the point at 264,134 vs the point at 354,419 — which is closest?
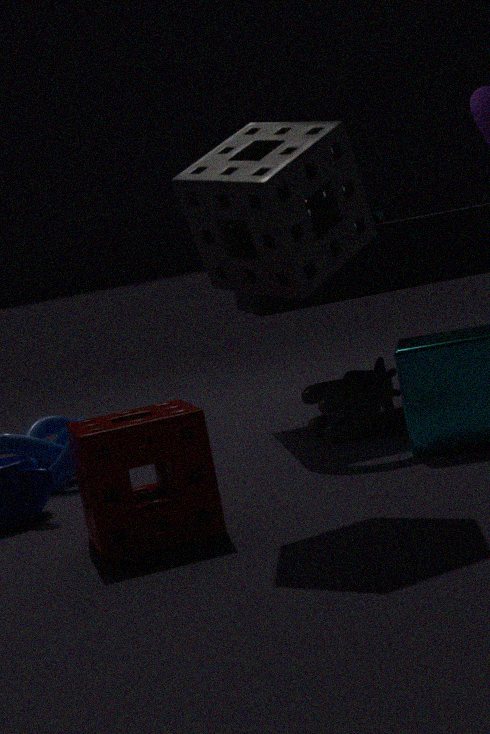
the point at 264,134
